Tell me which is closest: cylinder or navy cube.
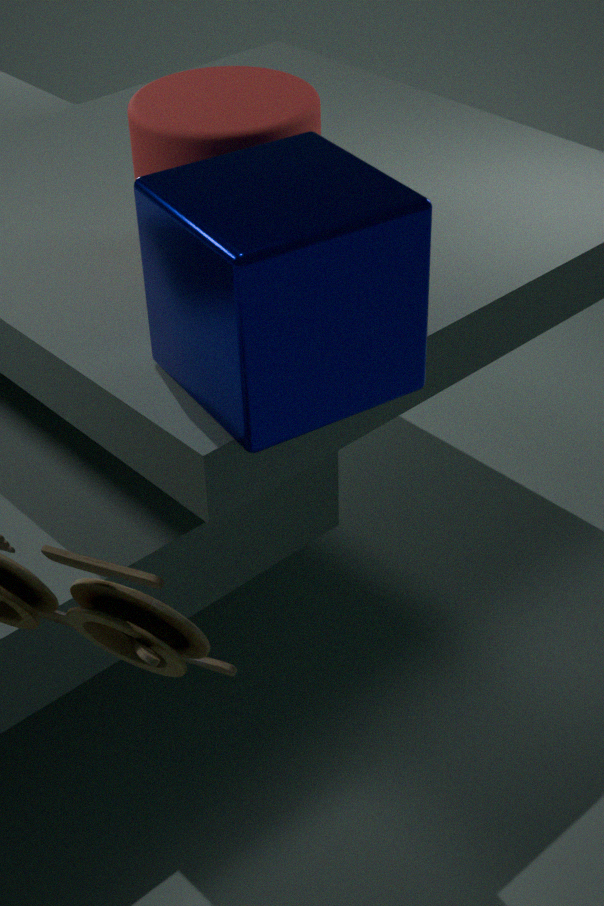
navy cube
